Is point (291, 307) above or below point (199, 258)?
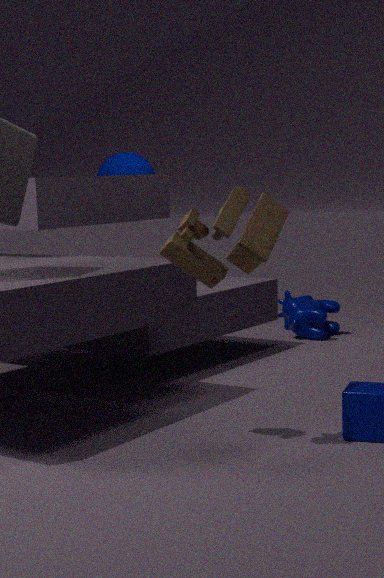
below
